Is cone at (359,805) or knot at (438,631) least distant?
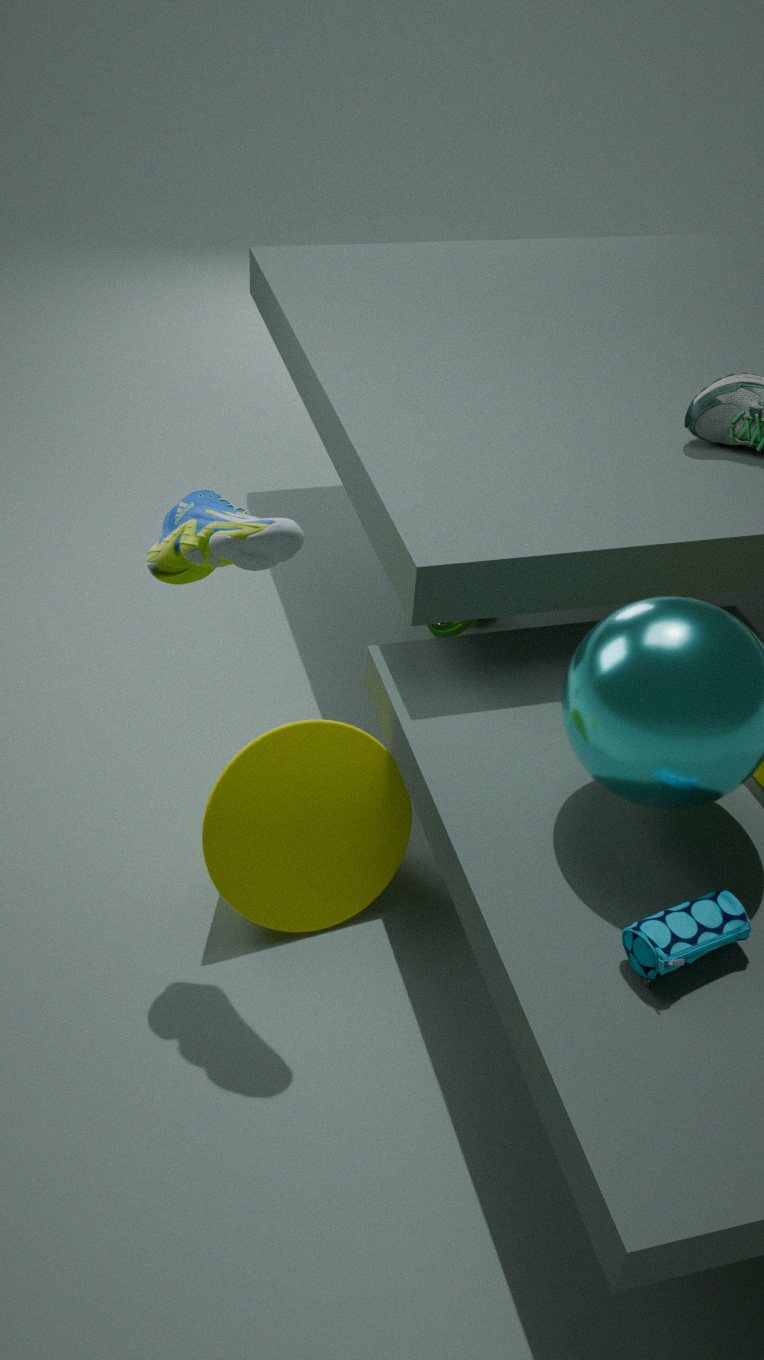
cone at (359,805)
